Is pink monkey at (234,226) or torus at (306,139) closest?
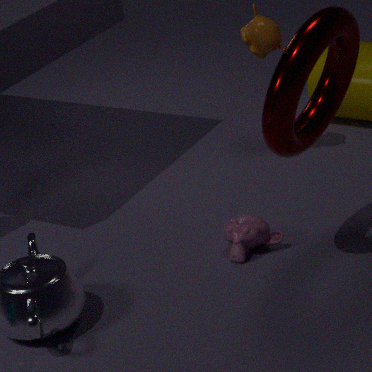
torus at (306,139)
